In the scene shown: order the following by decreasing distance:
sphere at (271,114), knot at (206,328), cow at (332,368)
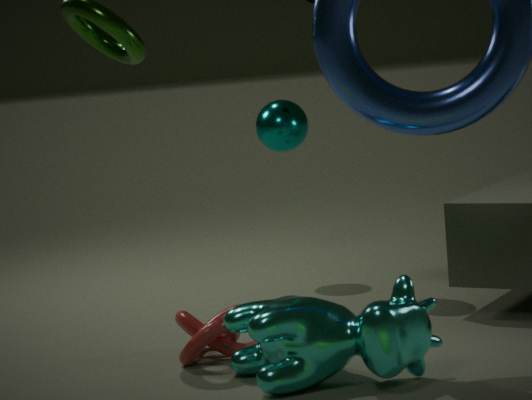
sphere at (271,114), knot at (206,328), cow at (332,368)
